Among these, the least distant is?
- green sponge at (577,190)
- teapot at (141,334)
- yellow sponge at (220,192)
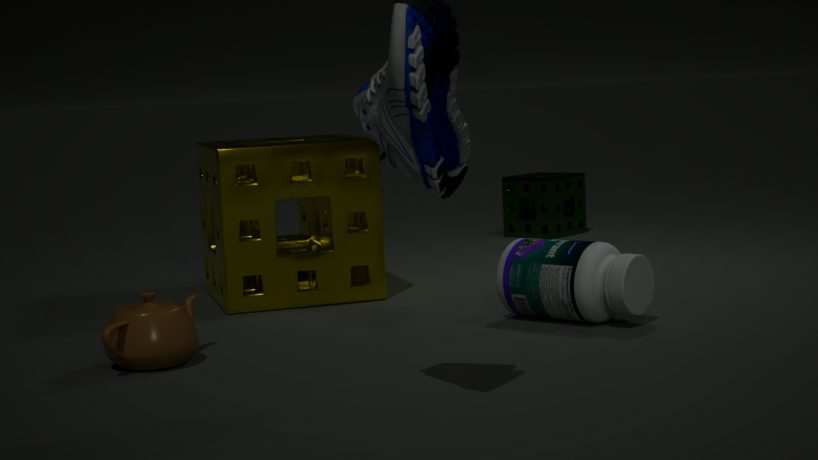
teapot at (141,334)
